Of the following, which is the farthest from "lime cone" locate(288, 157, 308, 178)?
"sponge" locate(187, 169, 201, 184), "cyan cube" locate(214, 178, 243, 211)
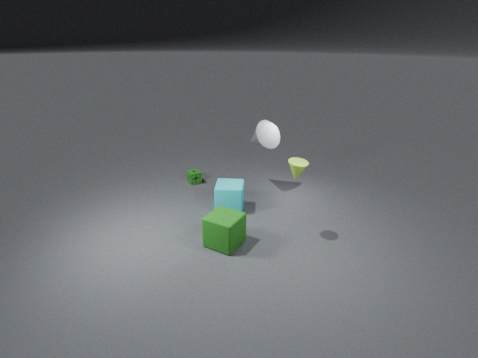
"sponge" locate(187, 169, 201, 184)
